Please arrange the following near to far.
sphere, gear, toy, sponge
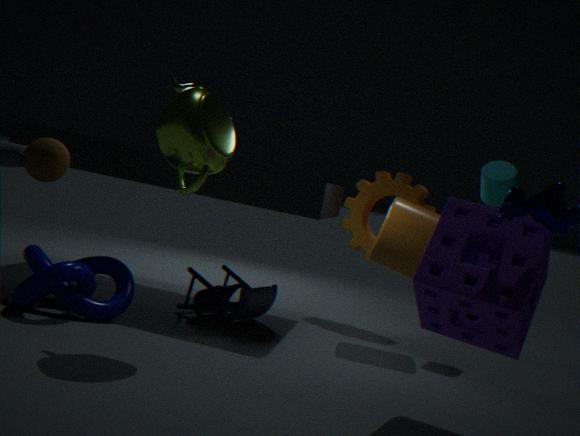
sponge, sphere, toy, gear
